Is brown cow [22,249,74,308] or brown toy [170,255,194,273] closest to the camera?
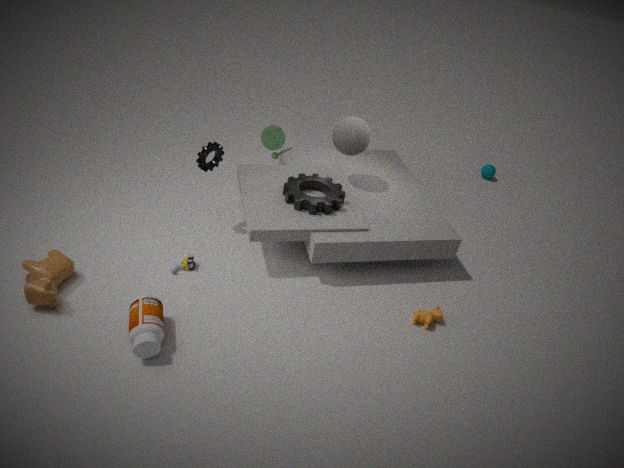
brown cow [22,249,74,308]
